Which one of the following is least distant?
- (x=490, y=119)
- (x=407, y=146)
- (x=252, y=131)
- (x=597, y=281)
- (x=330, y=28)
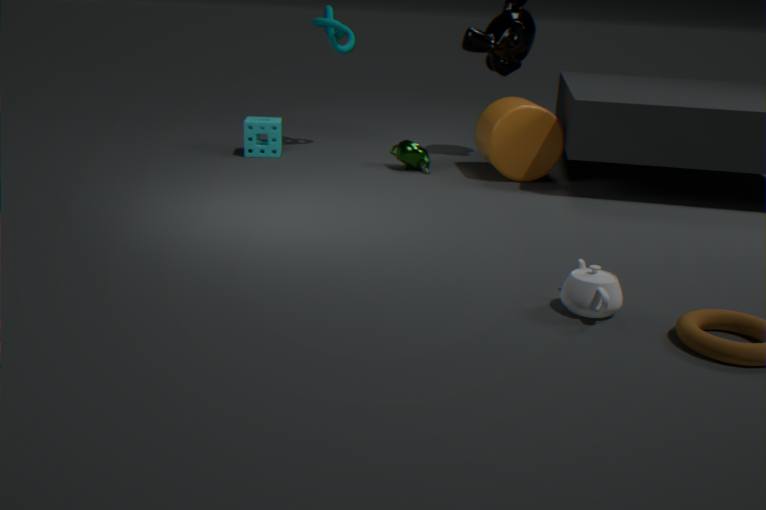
(x=597, y=281)
